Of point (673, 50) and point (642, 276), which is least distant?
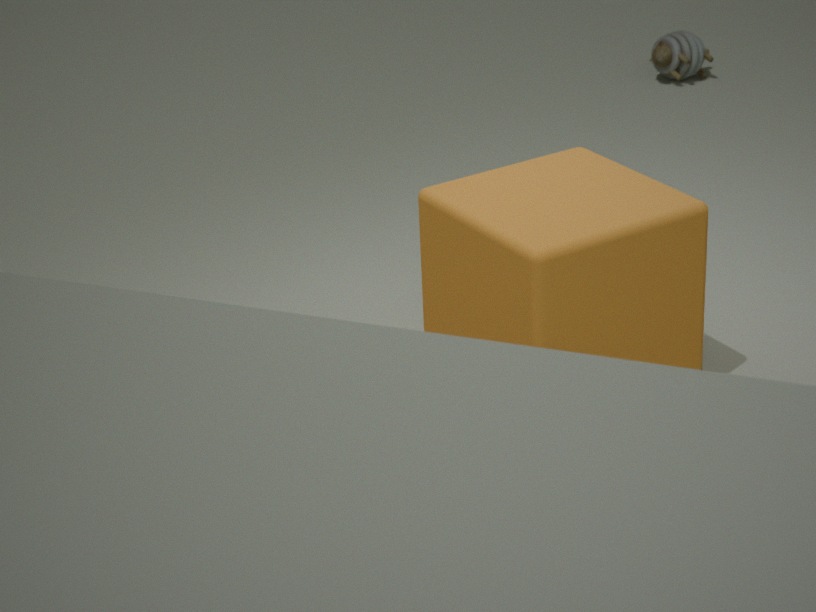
point (642, 276)
